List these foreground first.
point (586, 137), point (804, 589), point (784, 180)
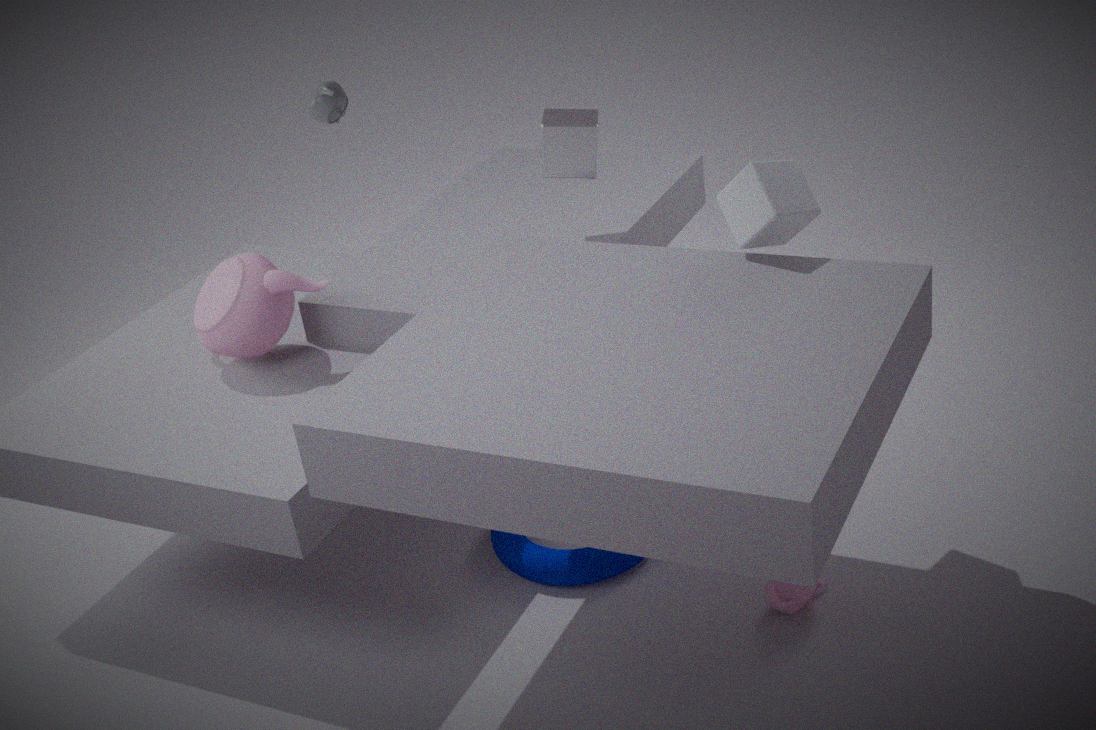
point (804, 589)
point (784, 180)
point (586, 137)
